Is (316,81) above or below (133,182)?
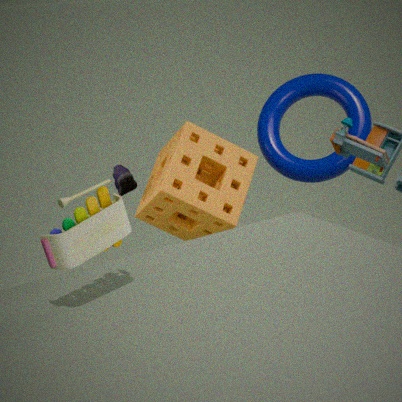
above
